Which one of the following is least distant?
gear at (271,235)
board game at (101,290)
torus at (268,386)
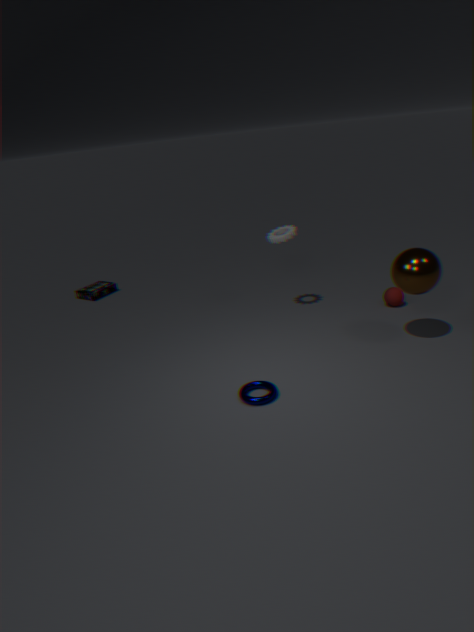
torus at (268,386)
